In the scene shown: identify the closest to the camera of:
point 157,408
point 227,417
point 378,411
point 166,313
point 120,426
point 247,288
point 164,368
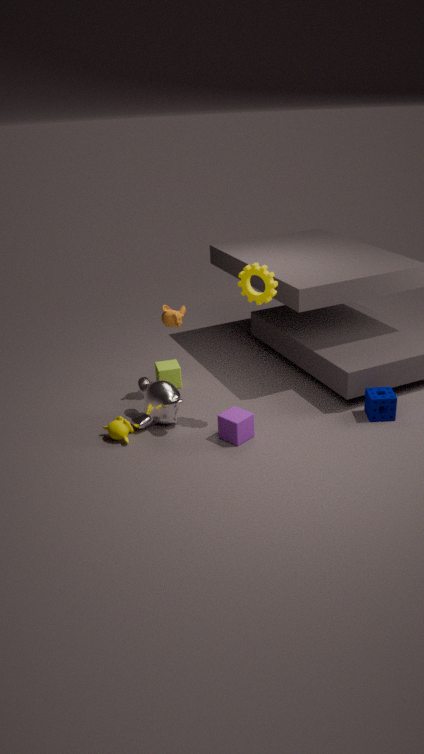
point 247,288
